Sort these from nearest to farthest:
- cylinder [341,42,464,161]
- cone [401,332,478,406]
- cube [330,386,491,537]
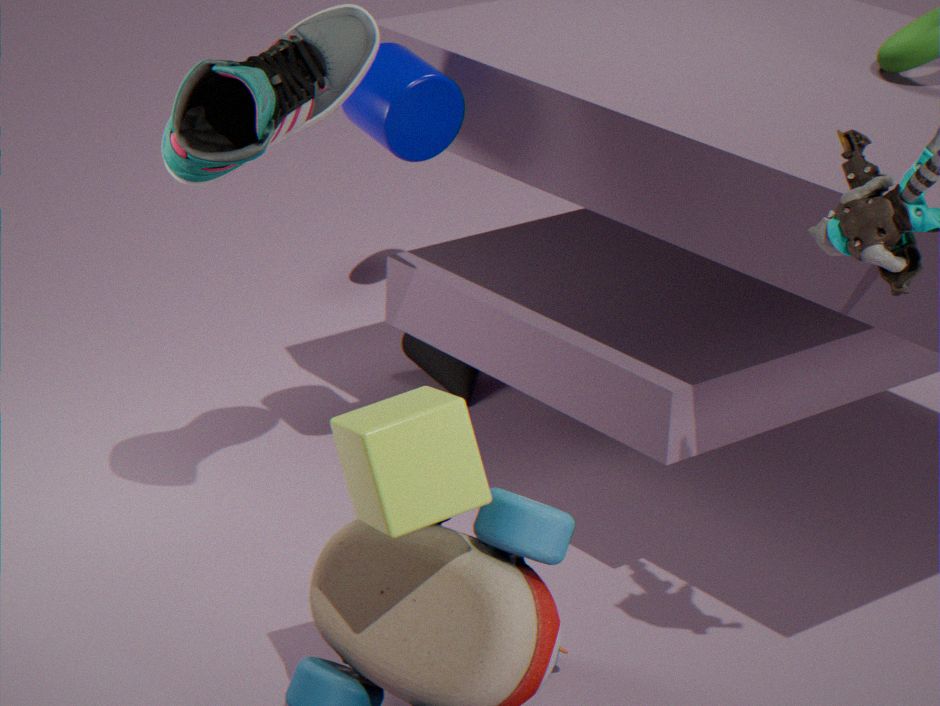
cube [330,386,491,537] < cylinder [341,42,464,161] < cone [401,332,478,406]
